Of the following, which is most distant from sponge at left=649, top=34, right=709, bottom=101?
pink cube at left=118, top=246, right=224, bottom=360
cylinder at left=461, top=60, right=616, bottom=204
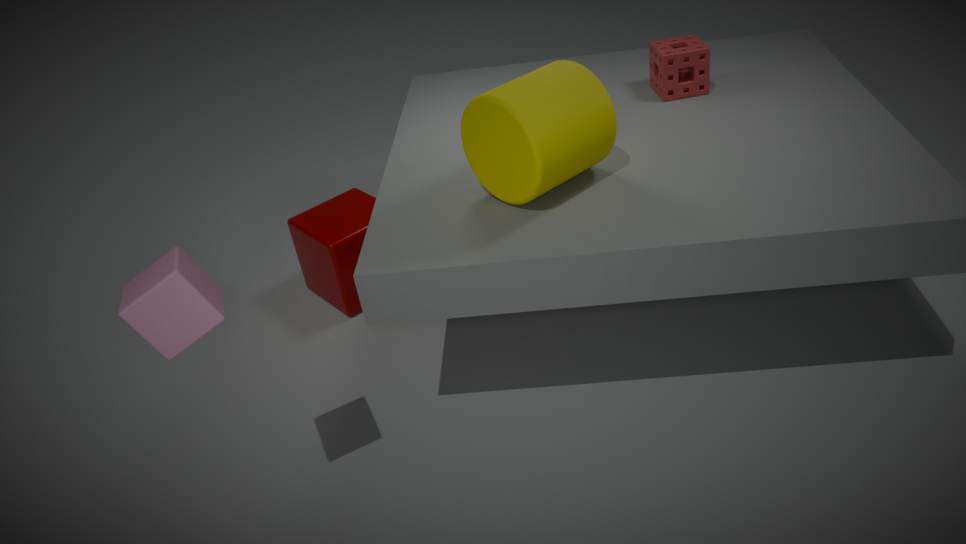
pink cube at left=118, top=246, right=224, bottom=360
